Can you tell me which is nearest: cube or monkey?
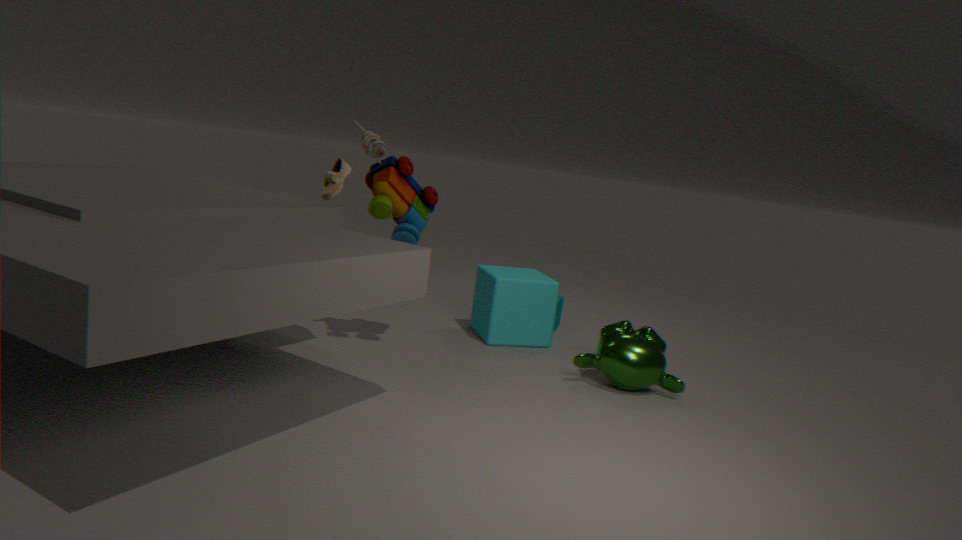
monkey
